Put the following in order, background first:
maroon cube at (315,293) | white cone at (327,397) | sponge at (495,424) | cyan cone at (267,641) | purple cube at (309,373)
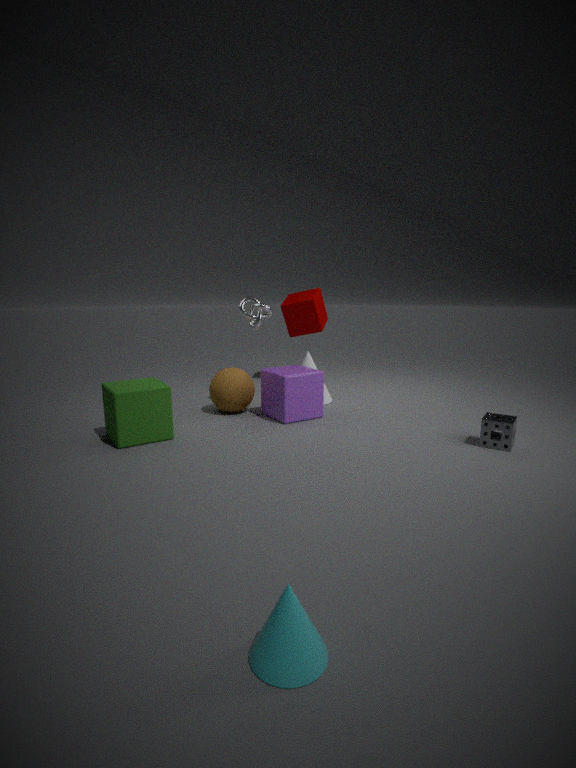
maroon cube at (315,293)
white cone at (327,397)
purple cube at (309,373)
sponge at (495,424)
cyan cone at (267,641)
